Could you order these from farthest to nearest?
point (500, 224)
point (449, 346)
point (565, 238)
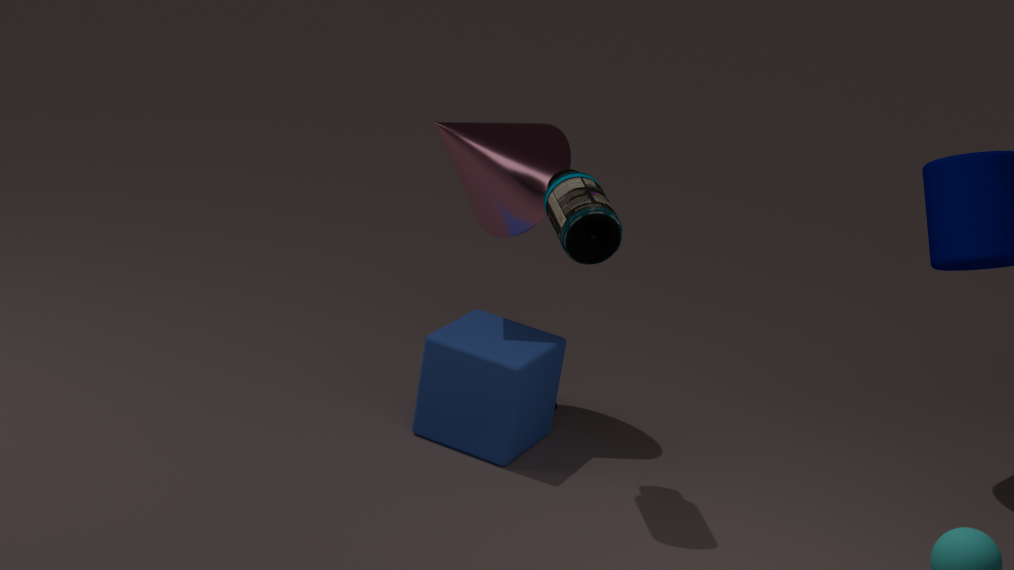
point (500, 224) < point (449, 346) < point (565, 238)
